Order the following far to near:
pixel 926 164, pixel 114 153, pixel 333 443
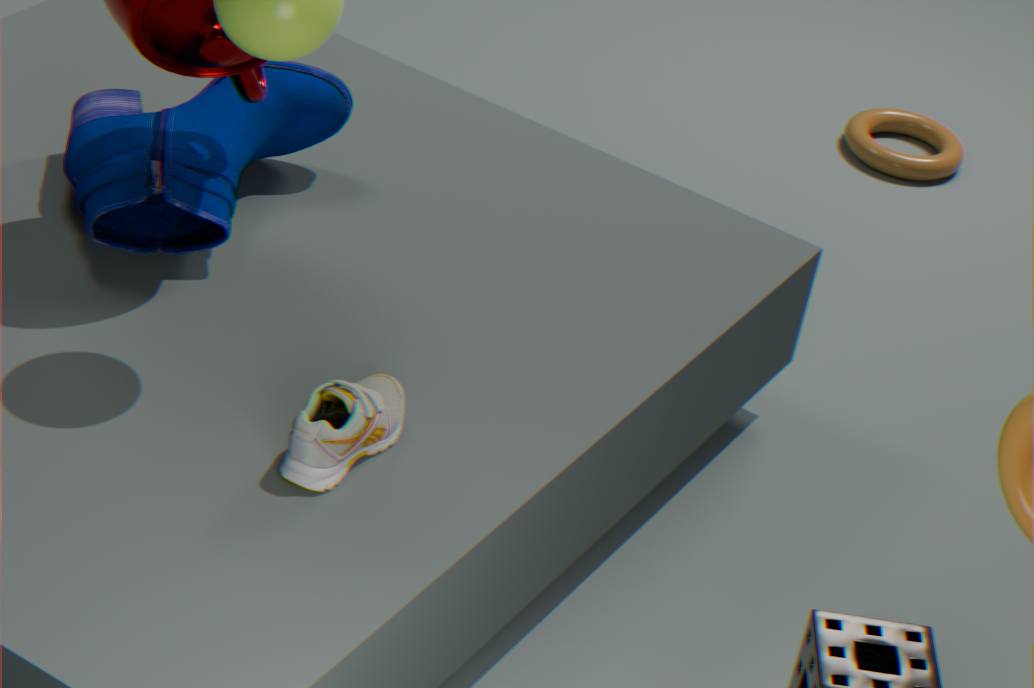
1. pixel 926 164
2. pixel 114 153
3. pixel 333 443
